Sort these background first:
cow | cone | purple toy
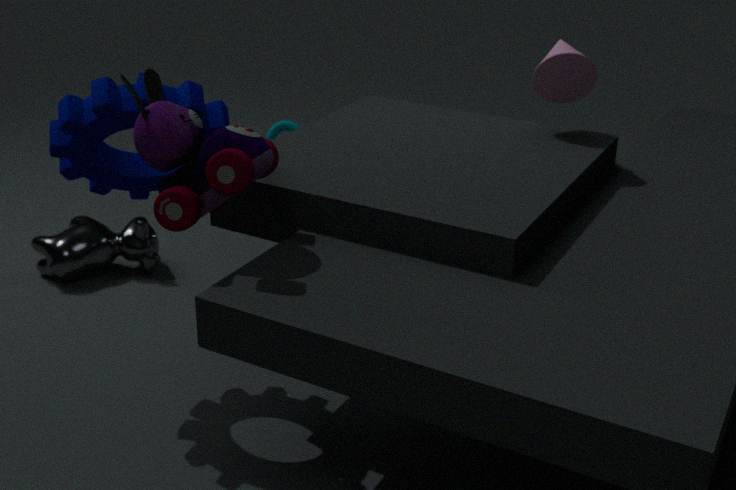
1. cow
2. cone
3. purple toy
